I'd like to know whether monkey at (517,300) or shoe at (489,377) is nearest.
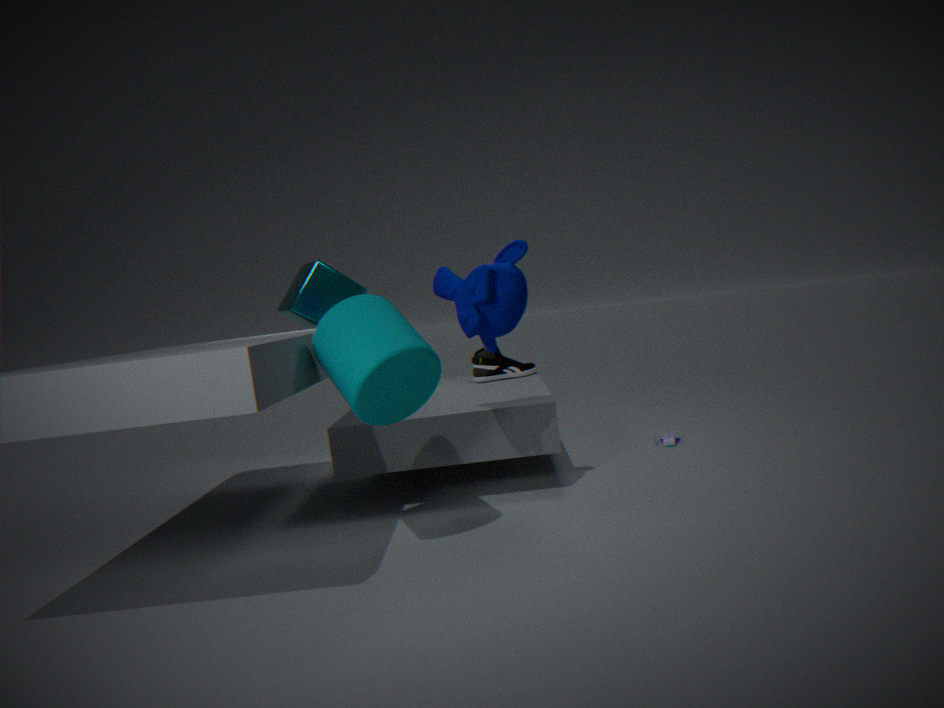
monkey at (517,300)
